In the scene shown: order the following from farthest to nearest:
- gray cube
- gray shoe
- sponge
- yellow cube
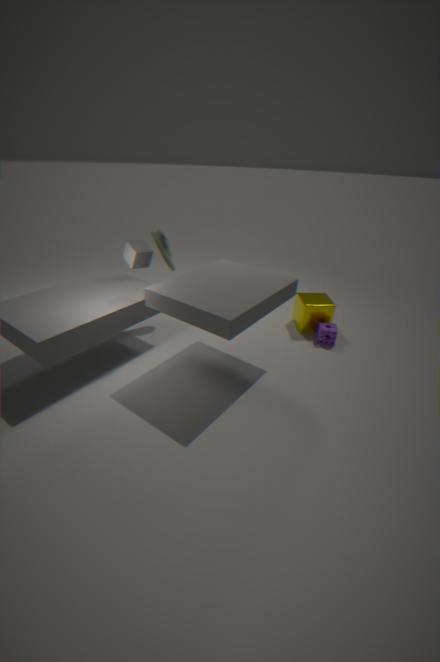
1. yellow cube
2. sponge
3. gray shoe
4. gray cube
